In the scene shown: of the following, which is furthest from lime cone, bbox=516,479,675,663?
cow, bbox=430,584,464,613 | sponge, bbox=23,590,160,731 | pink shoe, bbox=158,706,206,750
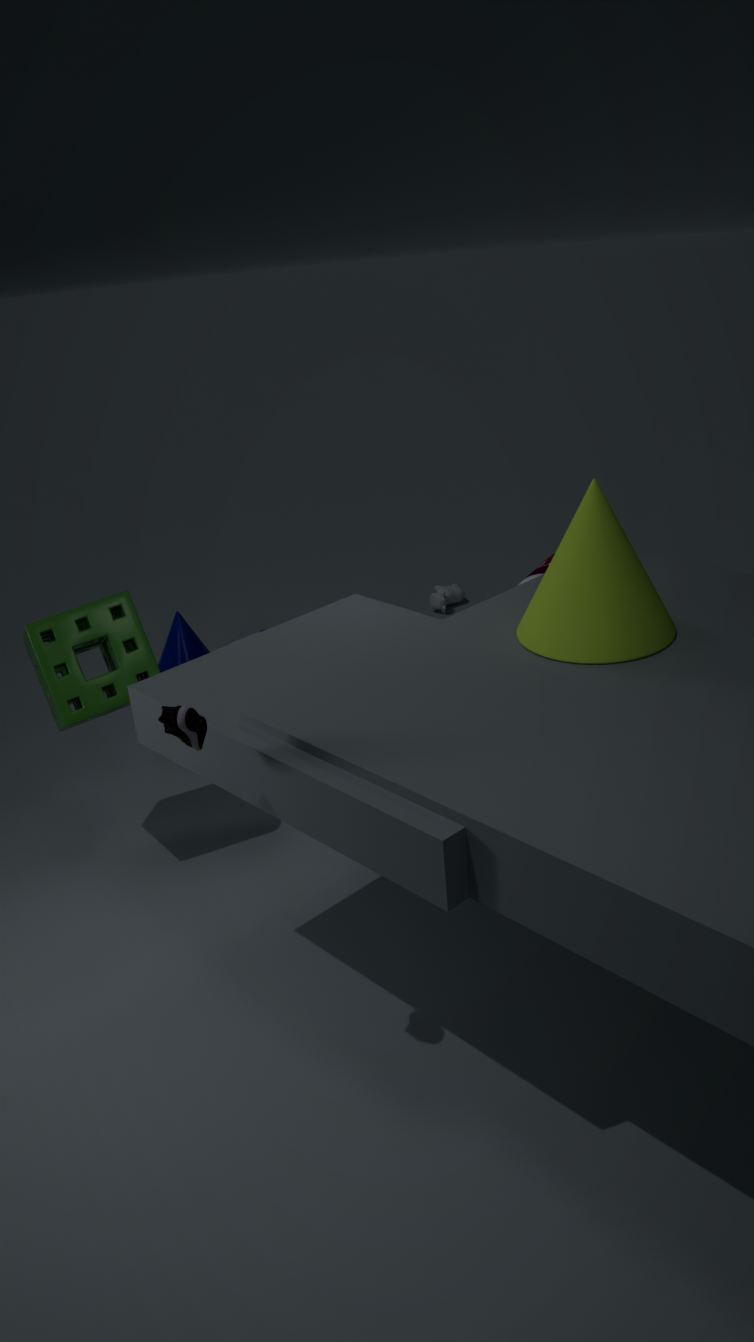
cow, bbox=430,584,464,613
